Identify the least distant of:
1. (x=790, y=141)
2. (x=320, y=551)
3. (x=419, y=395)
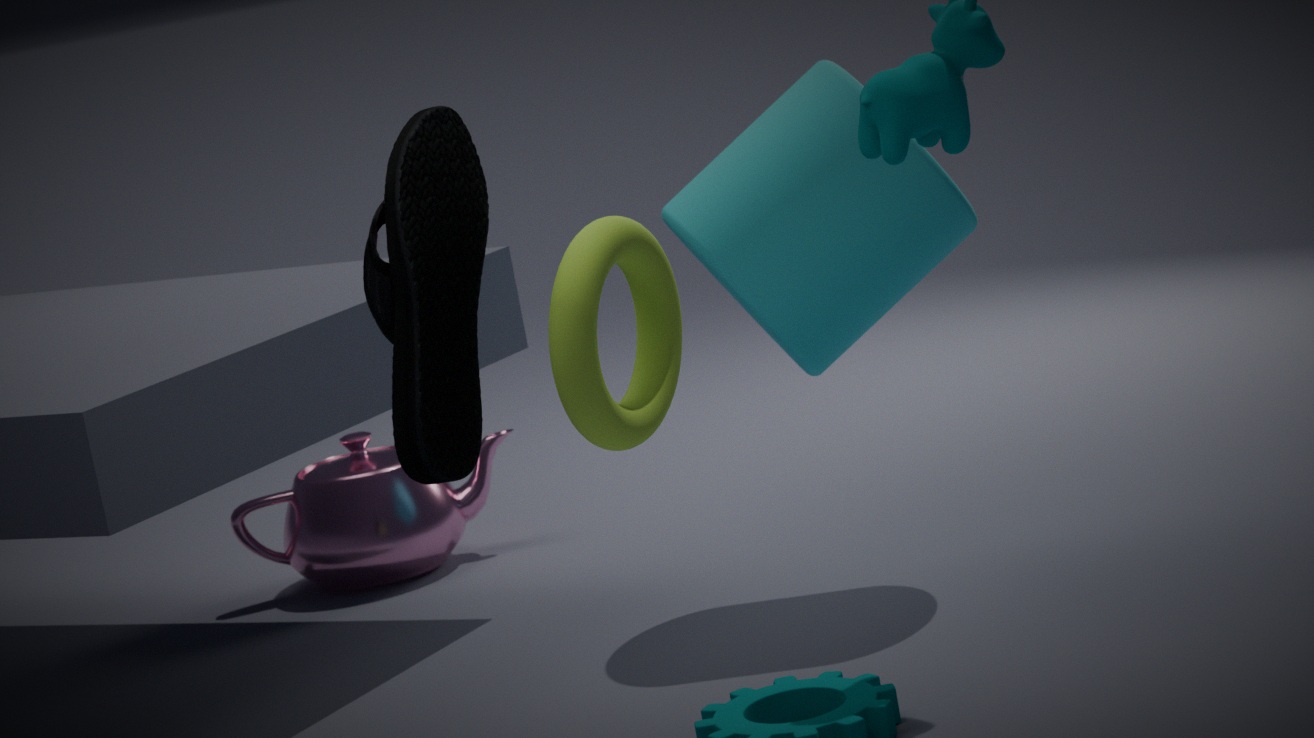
(x=419, y=395)
